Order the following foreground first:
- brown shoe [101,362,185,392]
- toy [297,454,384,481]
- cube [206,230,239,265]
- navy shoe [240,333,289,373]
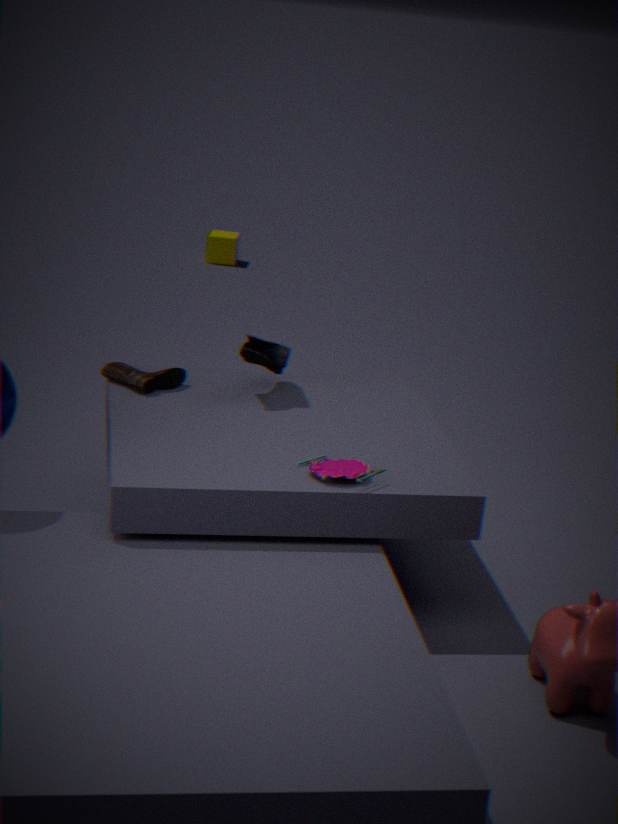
1. toy [297,454,384,481]
2. navy shoe [240,333,289,373]
3. brown shoe [101,362,185,392]
4. cube [206,230,239,265]
